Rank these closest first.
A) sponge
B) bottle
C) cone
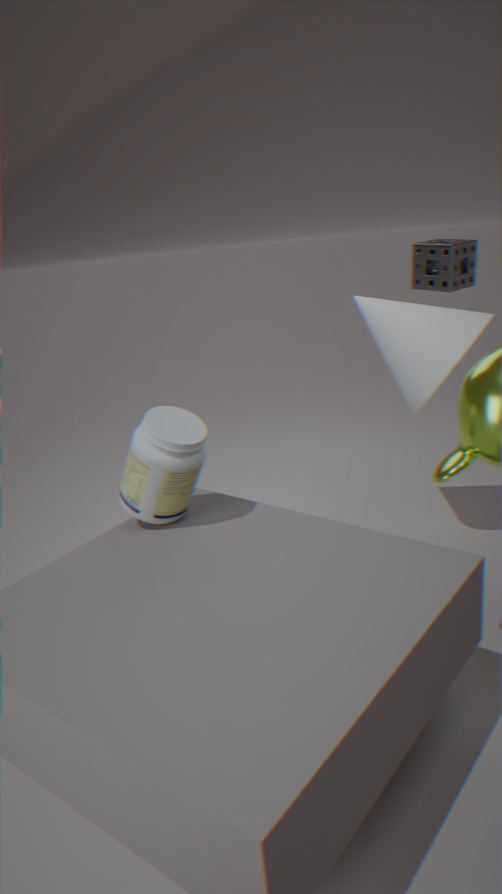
1. bottle
2. cone
3. sponge
